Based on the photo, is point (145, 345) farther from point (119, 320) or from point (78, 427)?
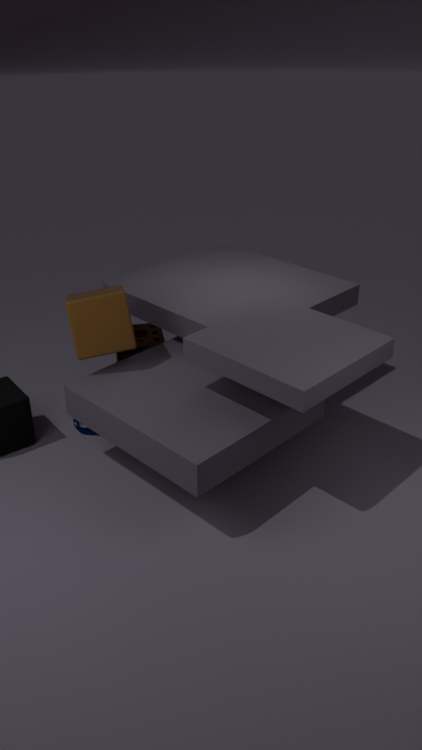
point (119, 320)
